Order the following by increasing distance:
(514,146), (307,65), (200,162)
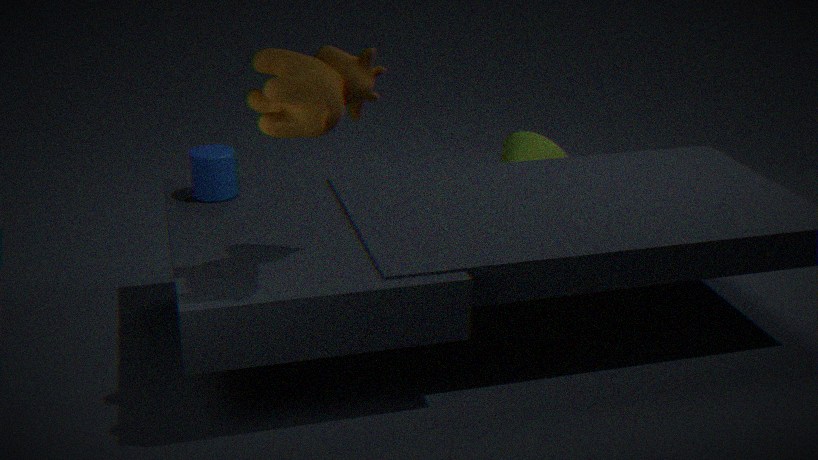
(307,65), (200,162), (514,146)
